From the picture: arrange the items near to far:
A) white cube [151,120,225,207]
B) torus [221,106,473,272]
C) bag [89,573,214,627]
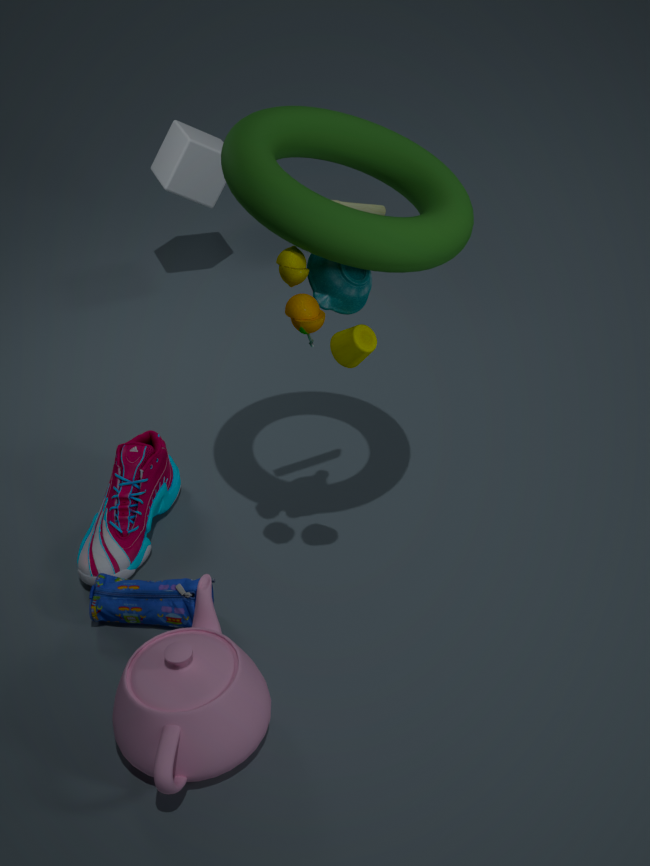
torus [221,106,473,272]
bag [89,573,214,627]
white cube [151,120,225,207]
